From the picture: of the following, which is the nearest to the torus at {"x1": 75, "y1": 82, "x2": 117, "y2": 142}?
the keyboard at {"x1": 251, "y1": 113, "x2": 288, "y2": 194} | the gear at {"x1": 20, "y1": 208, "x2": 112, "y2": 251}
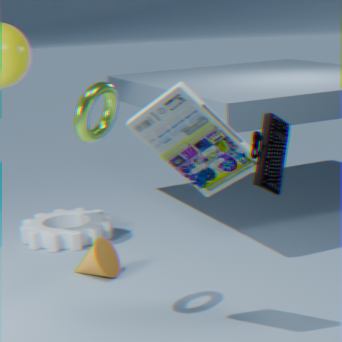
the keyboard at {"x1": 251, "y1": 113, "x2": 288, "y2": 194}
